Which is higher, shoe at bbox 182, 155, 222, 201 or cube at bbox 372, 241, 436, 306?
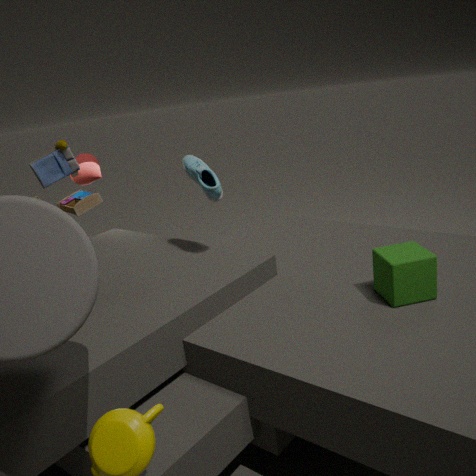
shoe at bbox 182, 155, 222, 201
